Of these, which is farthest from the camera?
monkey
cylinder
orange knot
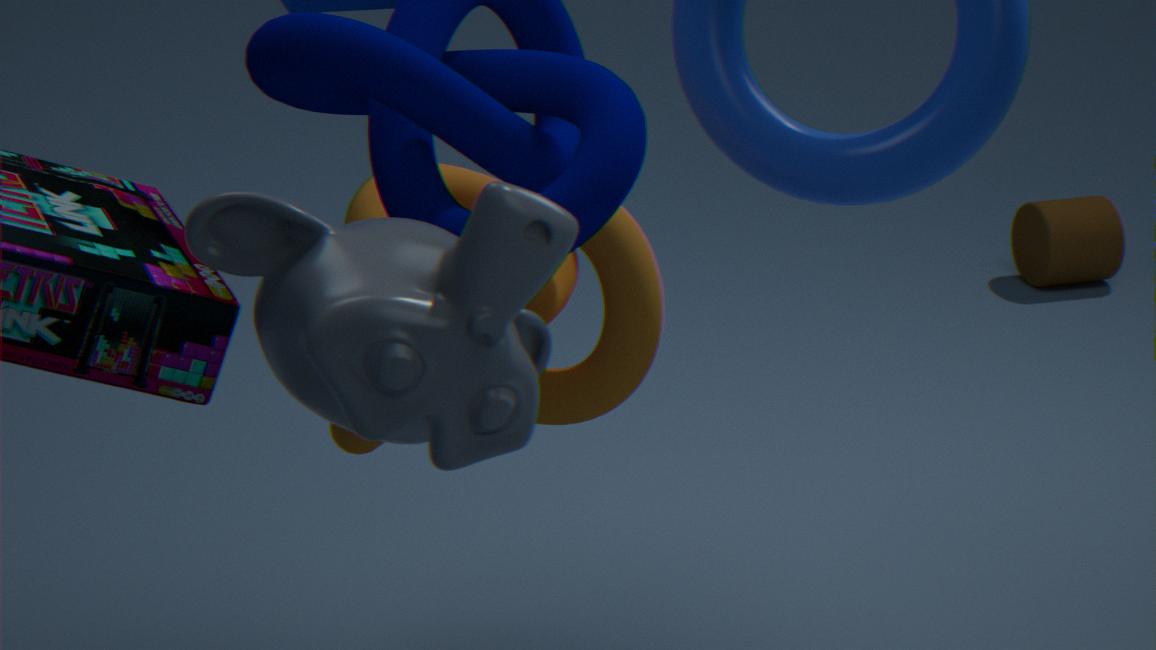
cylinder
